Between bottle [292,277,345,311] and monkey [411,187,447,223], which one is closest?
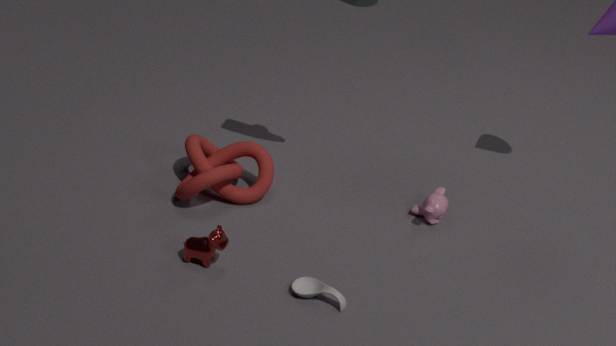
bottle [292,277,345,311]
